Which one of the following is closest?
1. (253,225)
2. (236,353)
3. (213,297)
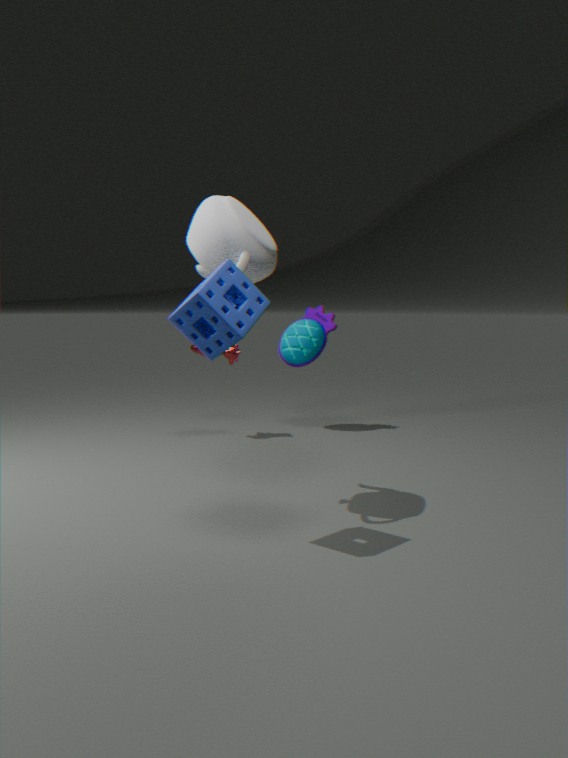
(213,297)
